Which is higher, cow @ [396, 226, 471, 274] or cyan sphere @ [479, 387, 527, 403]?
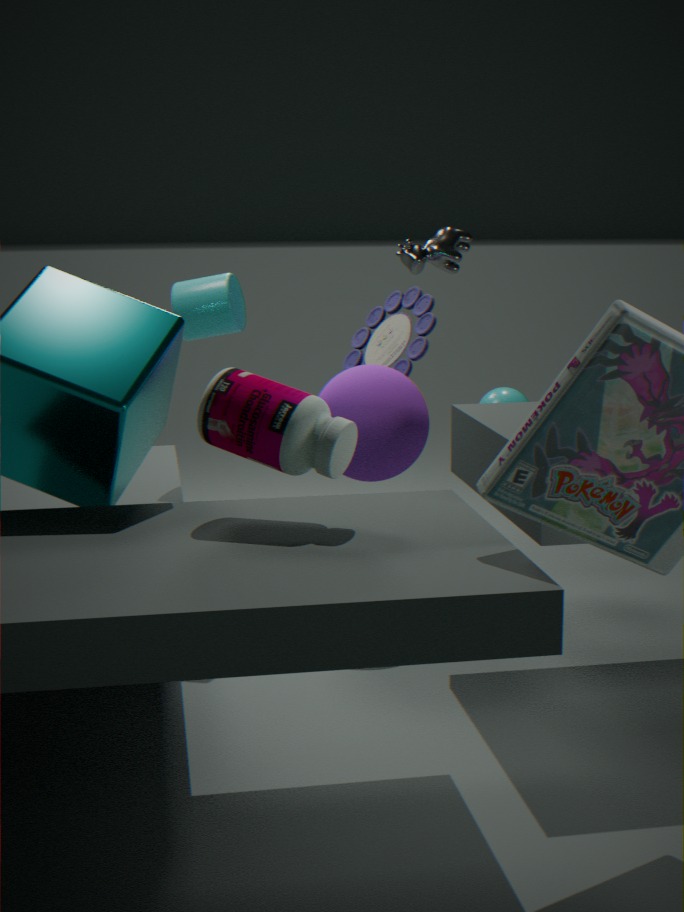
cow @ [396, 226, 471, 274]
